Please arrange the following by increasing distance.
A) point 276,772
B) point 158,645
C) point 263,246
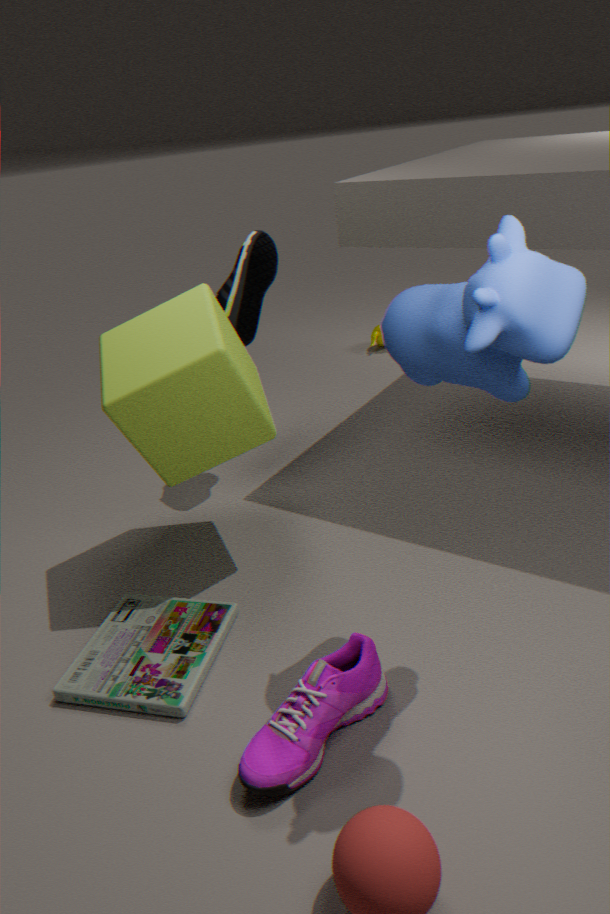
point 276,772 → point 158,645 → point 263,246
